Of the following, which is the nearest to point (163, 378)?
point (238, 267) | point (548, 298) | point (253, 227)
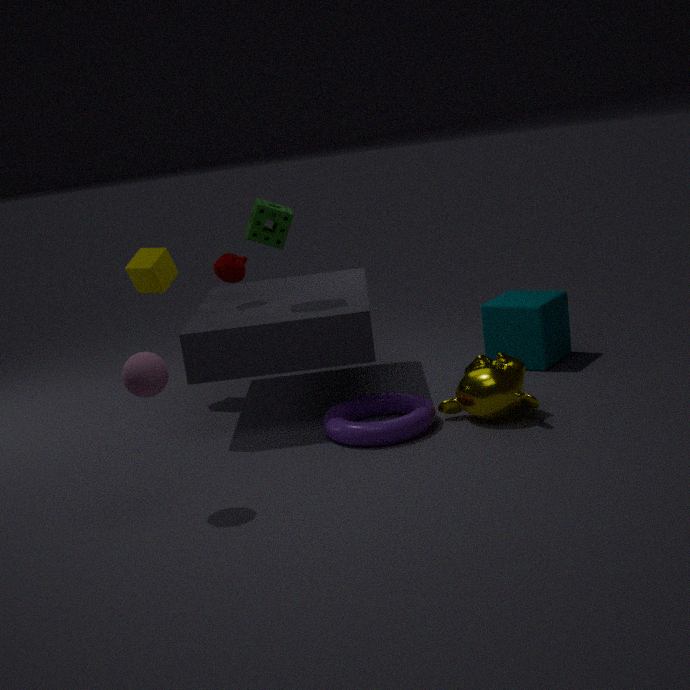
point (253, 227)
